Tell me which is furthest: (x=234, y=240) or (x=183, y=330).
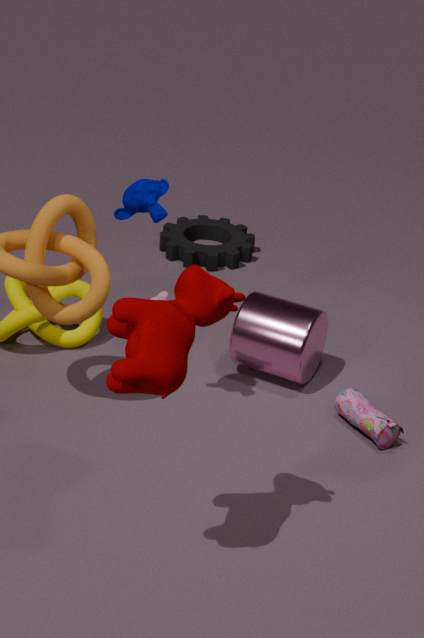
(x=234, y=240)
